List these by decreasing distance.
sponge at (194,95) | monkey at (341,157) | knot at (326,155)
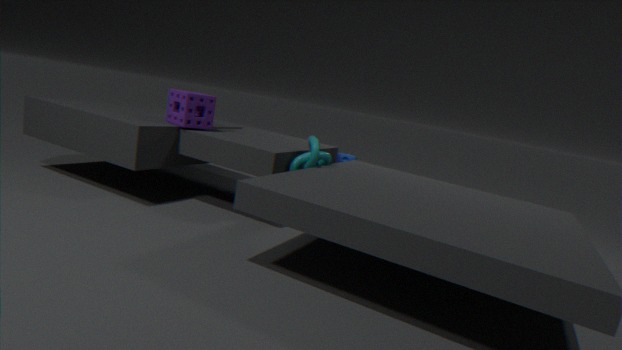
monkey at (341,157) < sponge at (194,95) < knot at (326,155)
